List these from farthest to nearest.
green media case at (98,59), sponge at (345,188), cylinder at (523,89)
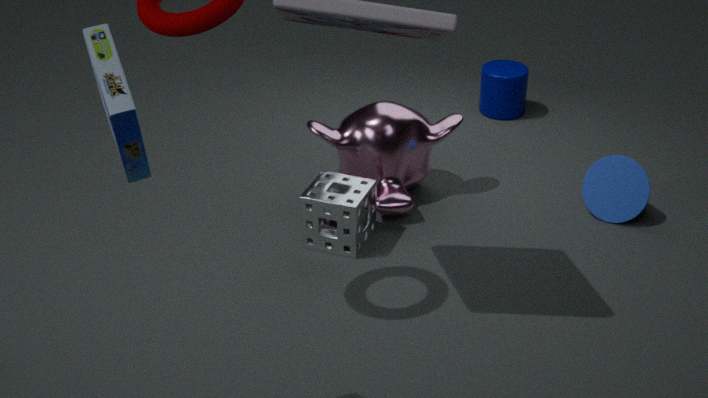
cylinder at (523,89) < sponge at (345,188) < green media case at (98,59)
